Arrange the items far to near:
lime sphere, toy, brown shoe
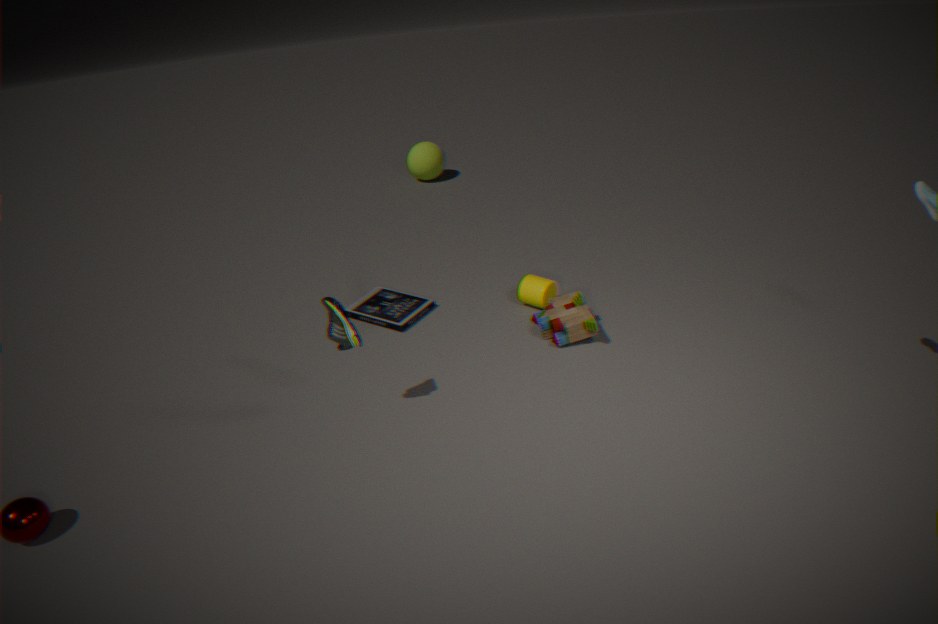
lime sphere < toy < brown shoe
